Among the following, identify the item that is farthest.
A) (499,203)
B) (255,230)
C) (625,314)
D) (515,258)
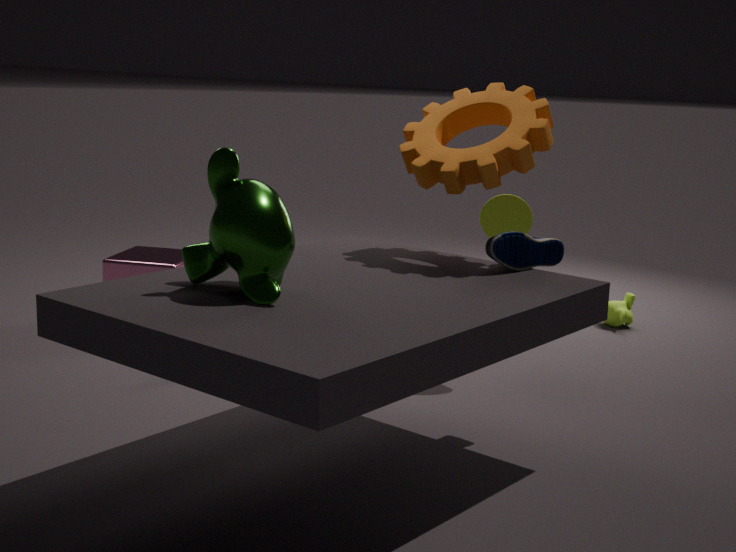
(625,314)
